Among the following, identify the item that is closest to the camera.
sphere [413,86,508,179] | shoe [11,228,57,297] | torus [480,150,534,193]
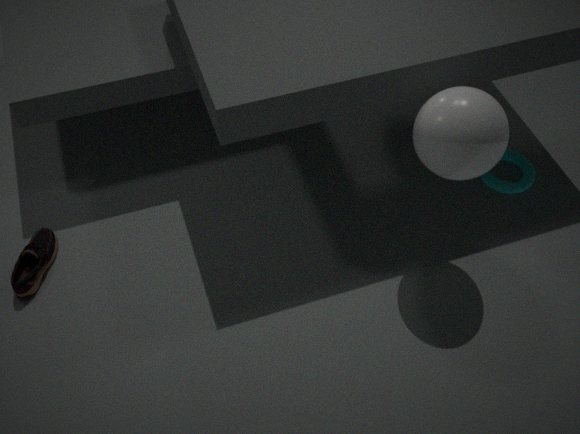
sphere [413,86,508,179]
